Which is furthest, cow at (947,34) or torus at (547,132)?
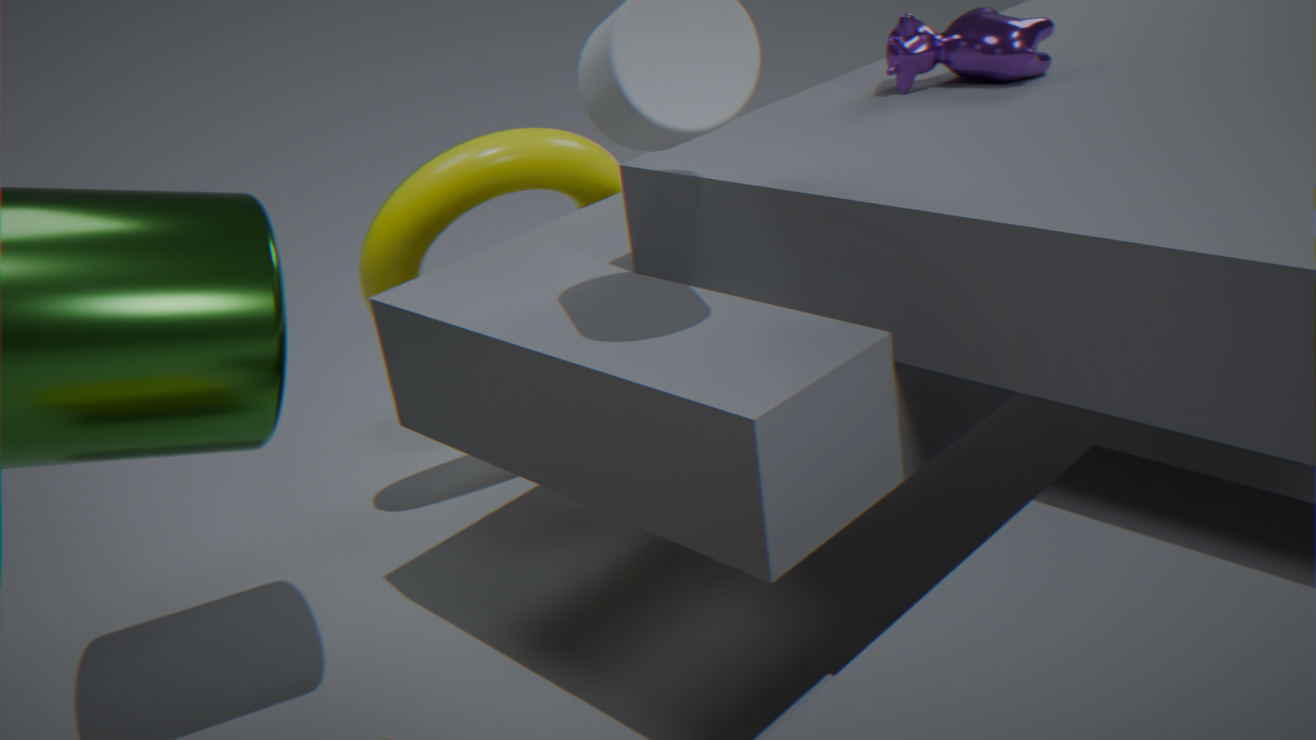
torus at (547,132)
